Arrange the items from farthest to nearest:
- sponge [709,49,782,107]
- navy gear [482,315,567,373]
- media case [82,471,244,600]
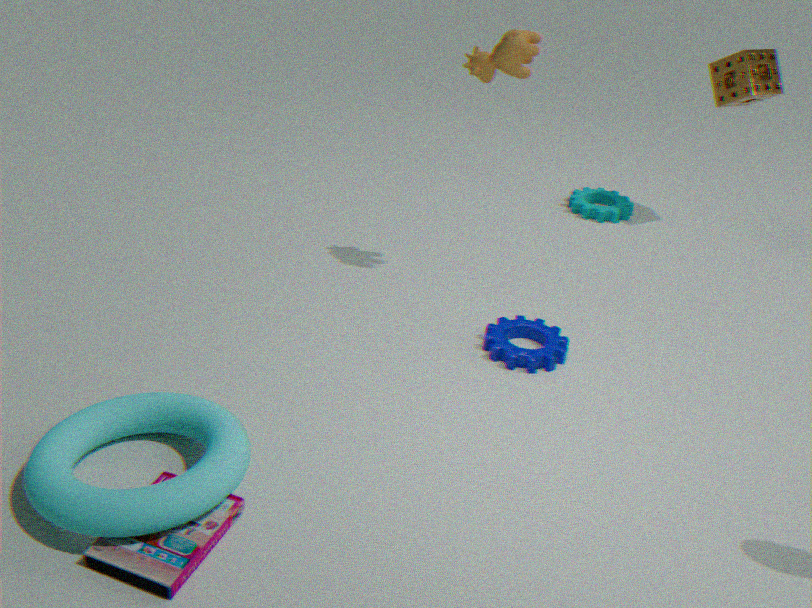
sponge [709,49,782,107], navy gear [482,315,567,373], media case [82,471,244,600]
